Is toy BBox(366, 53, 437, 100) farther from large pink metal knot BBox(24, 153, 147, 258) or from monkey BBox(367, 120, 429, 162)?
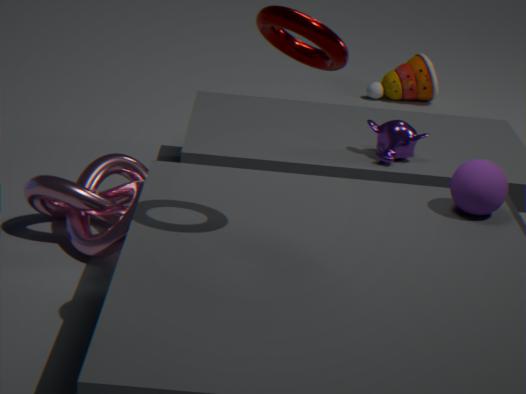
large pink metal knot BBox(24, 153, 147, 258)
